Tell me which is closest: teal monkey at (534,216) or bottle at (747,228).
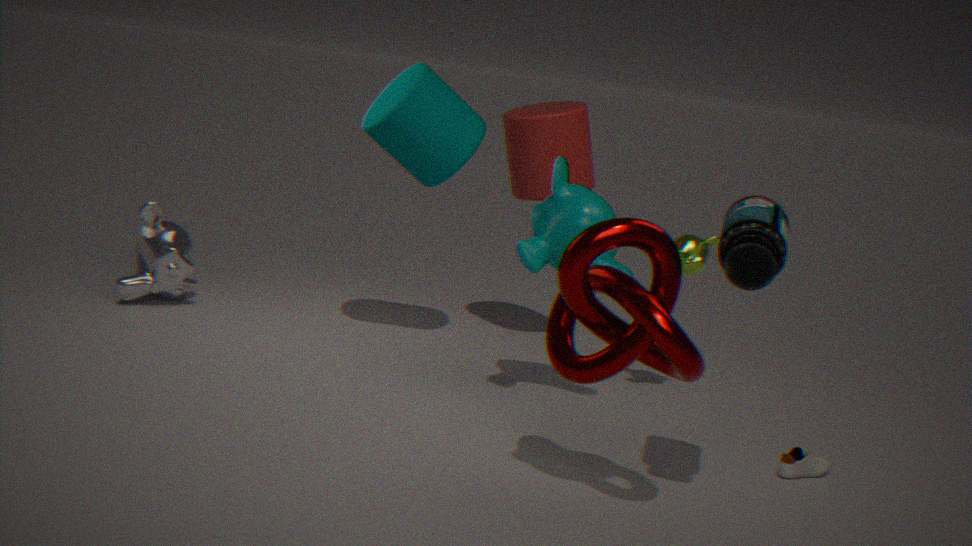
bottle at (747,228)
